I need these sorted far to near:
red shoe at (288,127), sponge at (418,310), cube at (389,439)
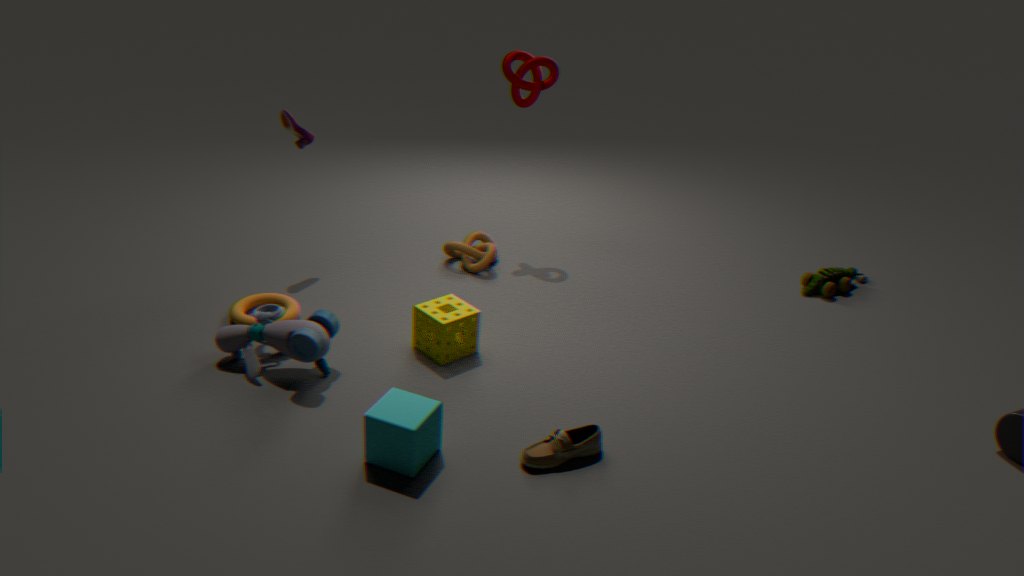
red shoe at (288,127)
sponge at (418,310)
cube at (389,439)
